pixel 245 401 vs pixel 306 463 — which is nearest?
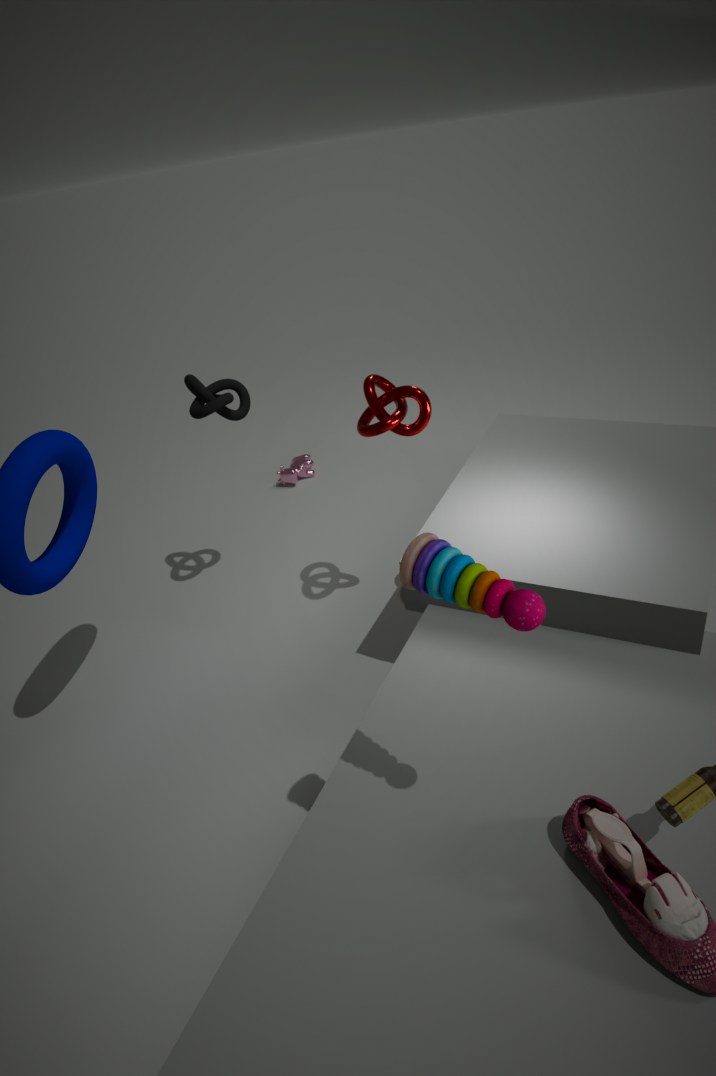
pixel 245 401
